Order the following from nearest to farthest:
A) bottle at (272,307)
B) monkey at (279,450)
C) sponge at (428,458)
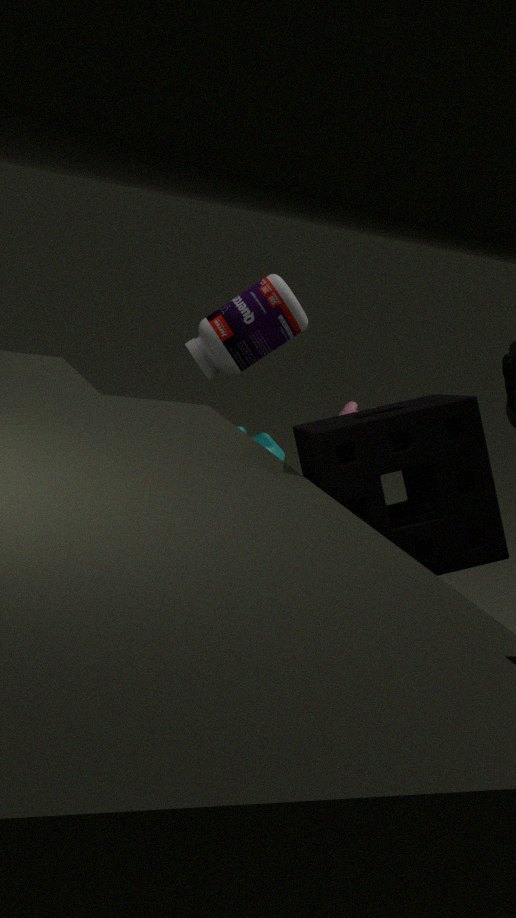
sponge at (428,458), bottle at (272,307), monkey at (279,450)
